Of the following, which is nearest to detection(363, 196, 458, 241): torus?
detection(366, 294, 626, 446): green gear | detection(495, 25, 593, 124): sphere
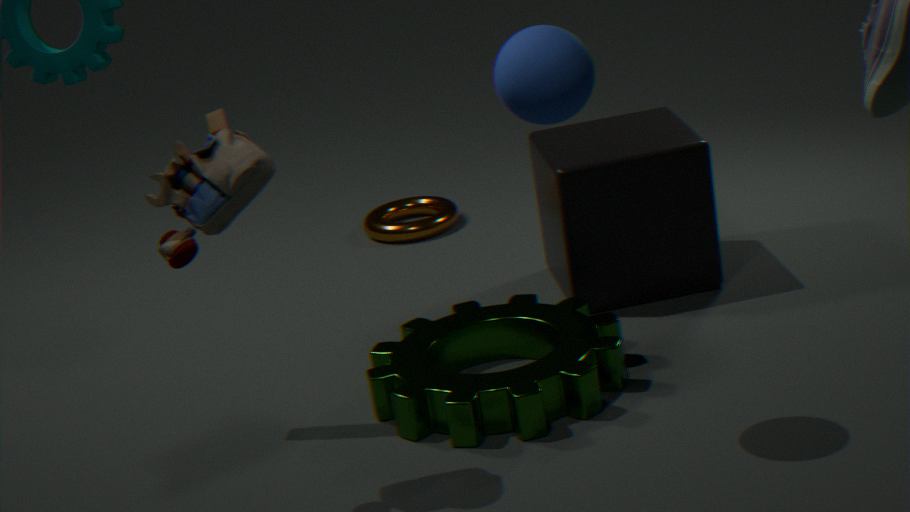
detection(366, 294, 626, 446): green gear
